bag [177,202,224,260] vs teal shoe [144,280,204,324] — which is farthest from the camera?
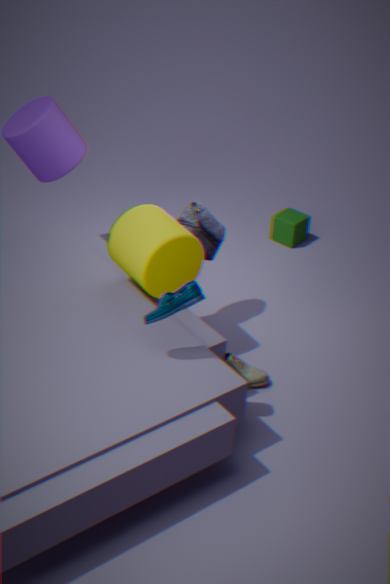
bag [177,202,224,260]
